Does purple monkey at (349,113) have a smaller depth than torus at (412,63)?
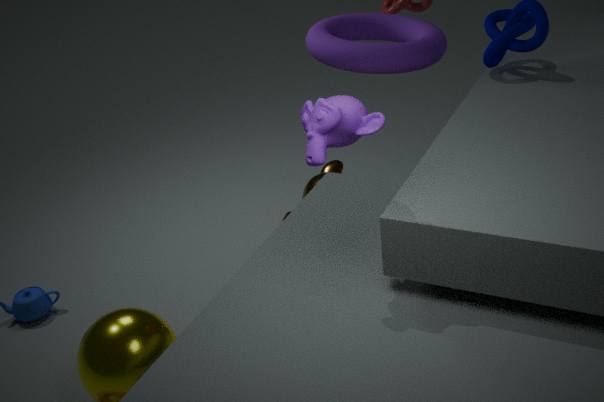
Yes
